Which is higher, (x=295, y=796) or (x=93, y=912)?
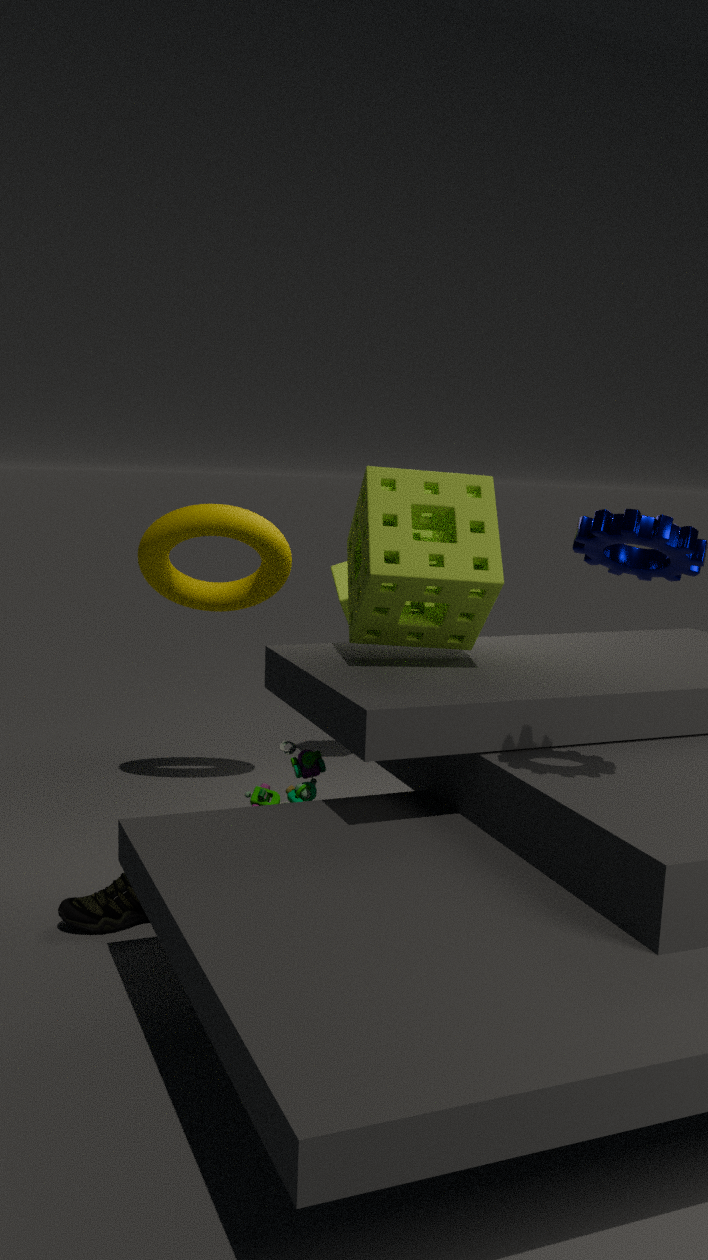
(x=295, y=796)
